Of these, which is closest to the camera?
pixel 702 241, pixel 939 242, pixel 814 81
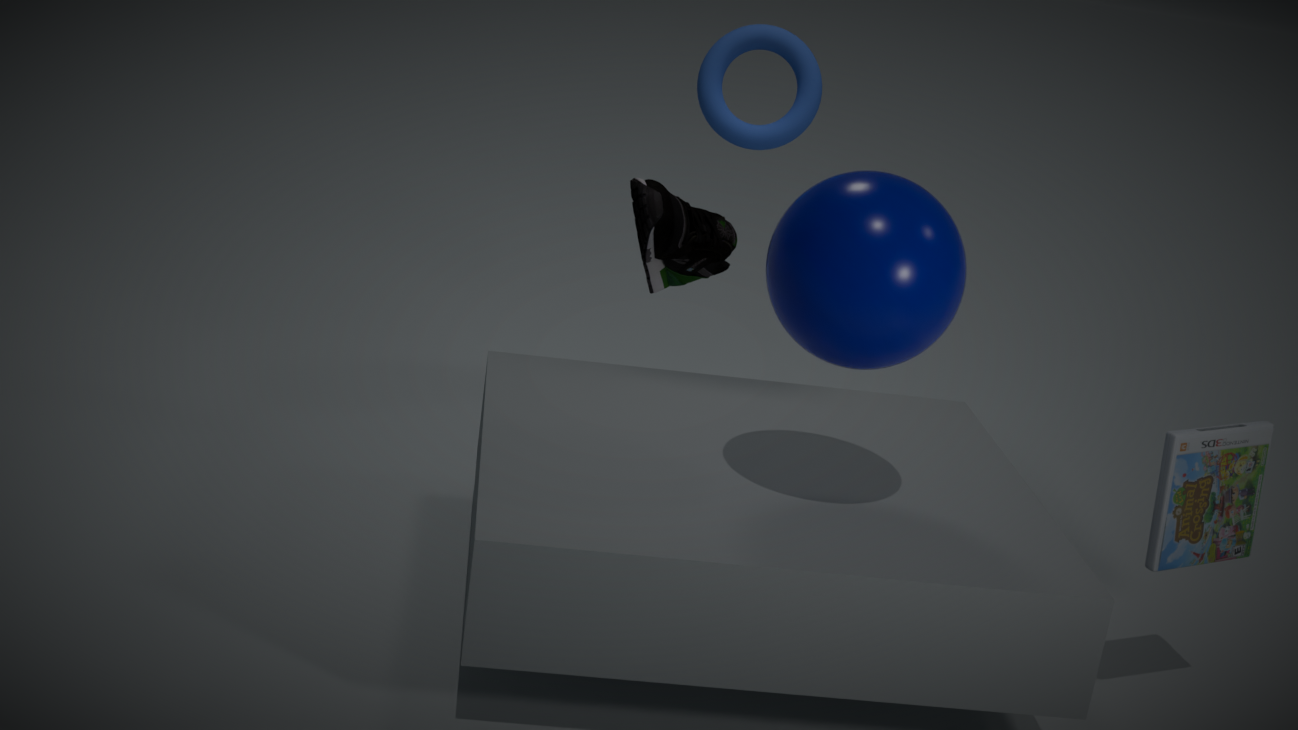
pixel 939 242
